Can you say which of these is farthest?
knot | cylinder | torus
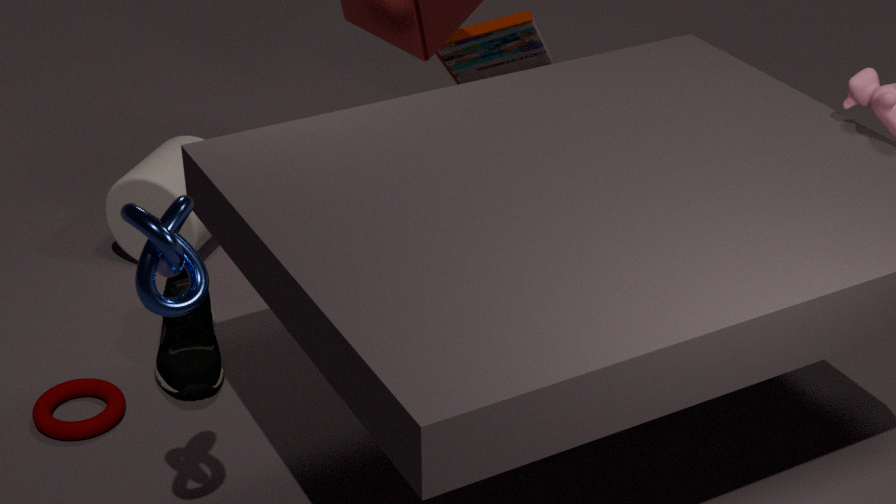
cylinder
